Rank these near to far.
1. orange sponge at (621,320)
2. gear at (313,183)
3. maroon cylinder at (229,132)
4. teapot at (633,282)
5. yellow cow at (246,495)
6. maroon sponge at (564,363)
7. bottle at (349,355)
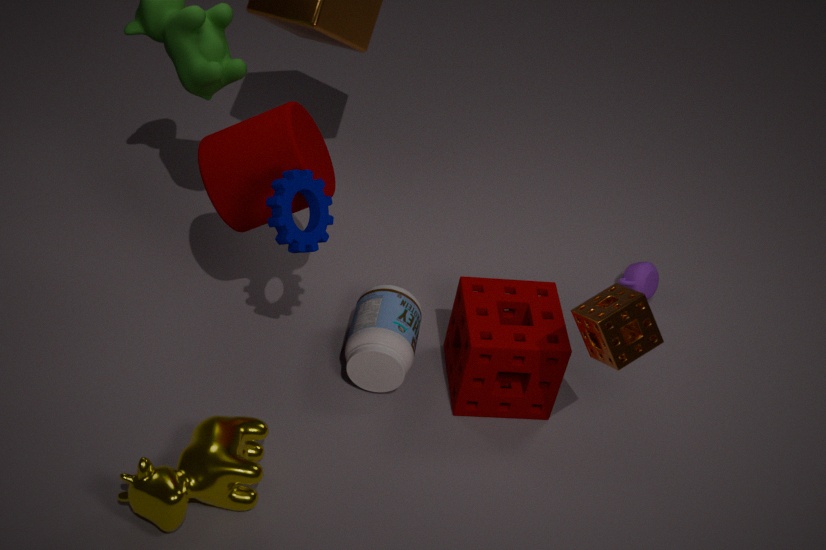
yellow cow at (246,495), orange sponge at (621,320), gear at (313,183), maroon cylinder at (229,132), maroon sponge at (564,363), bottle at (349,355), teapot at (633,282)
